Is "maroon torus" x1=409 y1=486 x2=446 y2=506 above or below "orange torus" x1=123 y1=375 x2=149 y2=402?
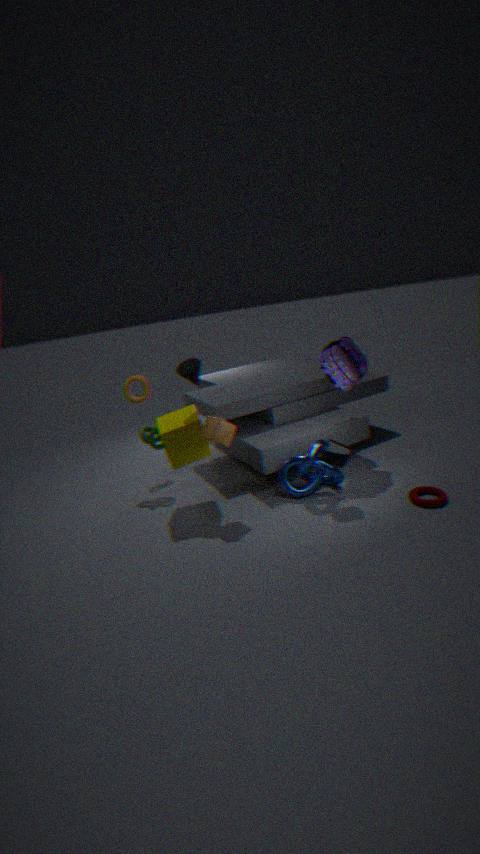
below
